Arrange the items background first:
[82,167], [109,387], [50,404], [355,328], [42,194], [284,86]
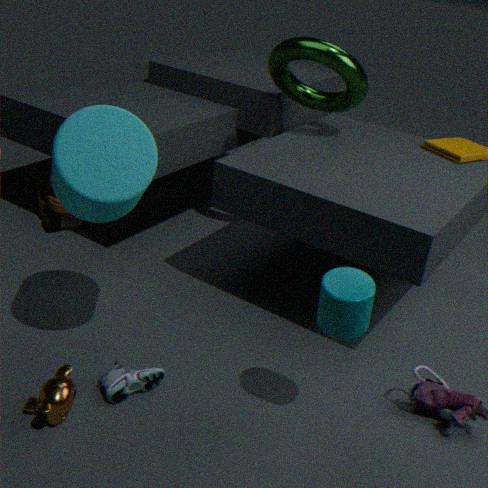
1. [42,194]
2. [284,86]
3. [109,387]
4. [50,404]
5. [82,167]
6. [355,328]
